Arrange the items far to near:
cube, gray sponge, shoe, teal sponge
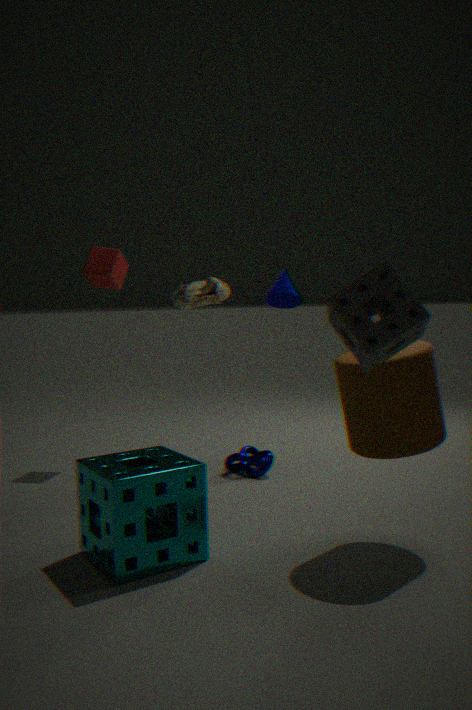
cube → shoe → teal sponge → gray sponge
